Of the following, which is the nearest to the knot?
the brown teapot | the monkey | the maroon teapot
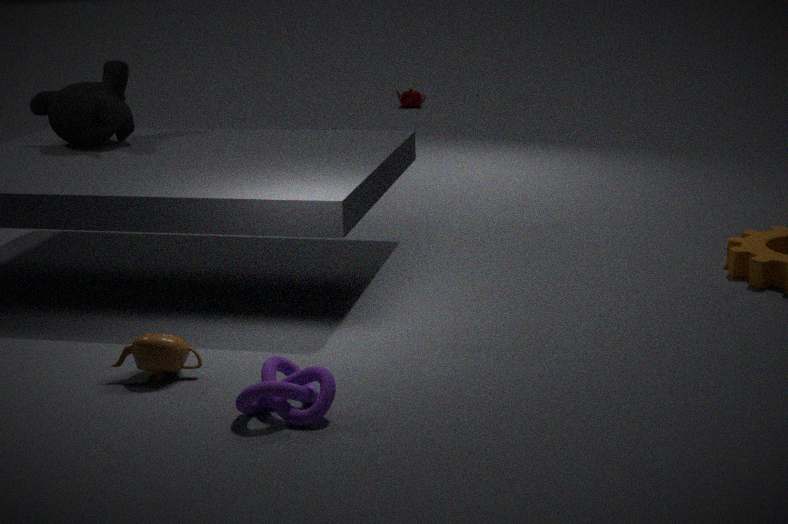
the brown teapot
